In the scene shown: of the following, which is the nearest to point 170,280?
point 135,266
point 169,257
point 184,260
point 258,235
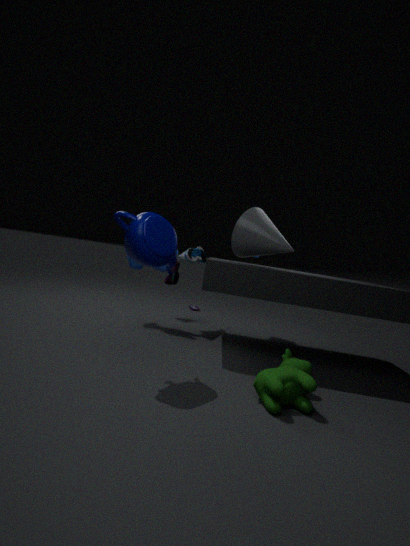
point 184,260
